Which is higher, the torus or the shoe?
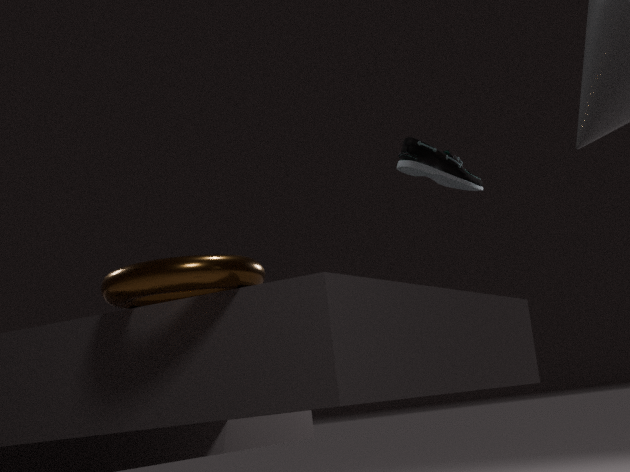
the shoe
